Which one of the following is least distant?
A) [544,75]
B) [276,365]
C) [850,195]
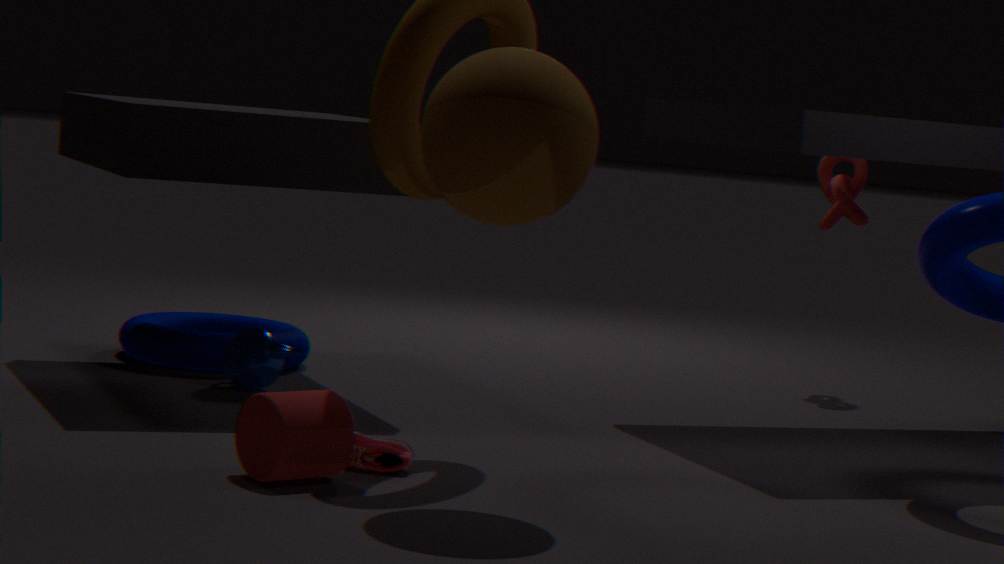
A. [544,75]
